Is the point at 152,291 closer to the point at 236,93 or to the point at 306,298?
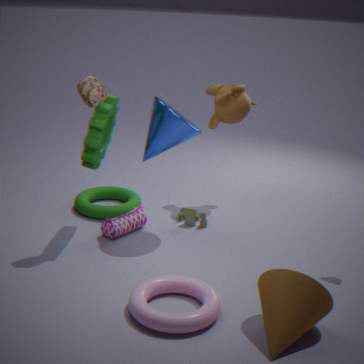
the point at 306,298
